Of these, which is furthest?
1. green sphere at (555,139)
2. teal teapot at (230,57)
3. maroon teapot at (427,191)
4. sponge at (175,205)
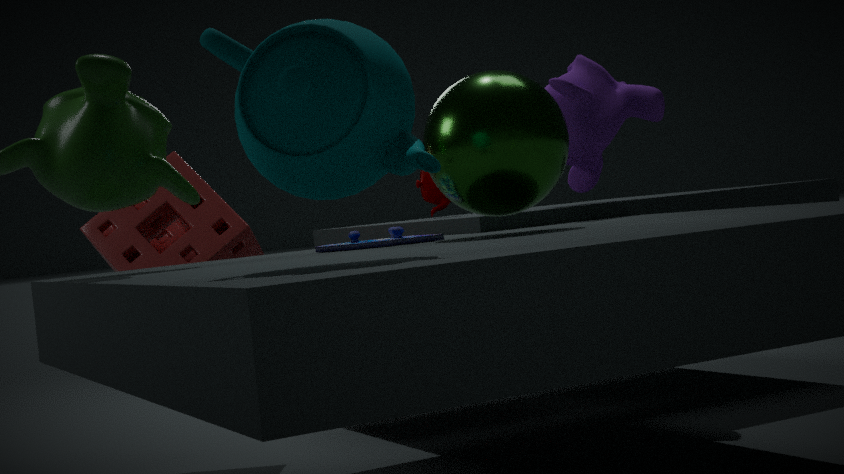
maroon teapot at (427,191)
